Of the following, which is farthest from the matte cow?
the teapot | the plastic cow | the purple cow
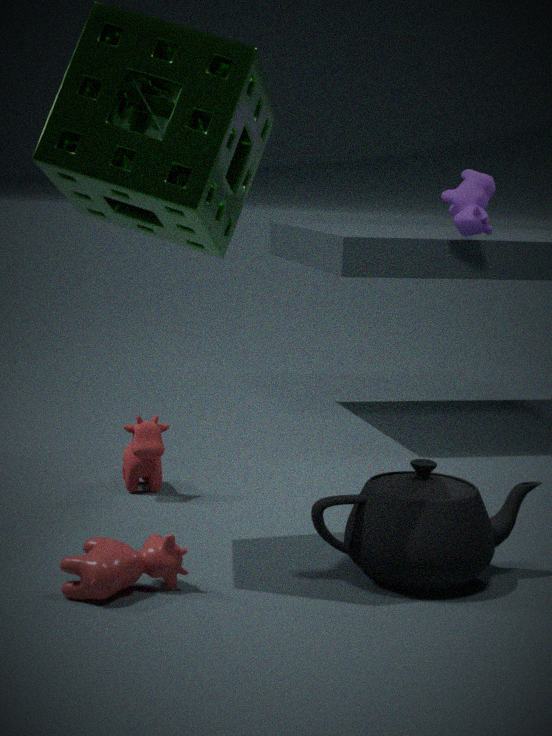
the purple cow
